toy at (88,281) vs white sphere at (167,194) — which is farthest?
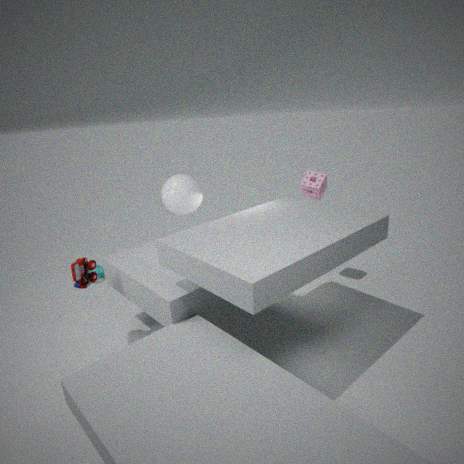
white sphere at (167,194)
